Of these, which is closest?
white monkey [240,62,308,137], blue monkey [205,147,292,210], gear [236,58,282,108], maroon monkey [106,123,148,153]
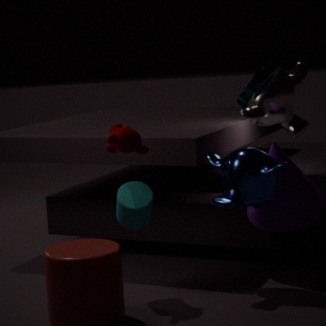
gear [236,58,282,108]
